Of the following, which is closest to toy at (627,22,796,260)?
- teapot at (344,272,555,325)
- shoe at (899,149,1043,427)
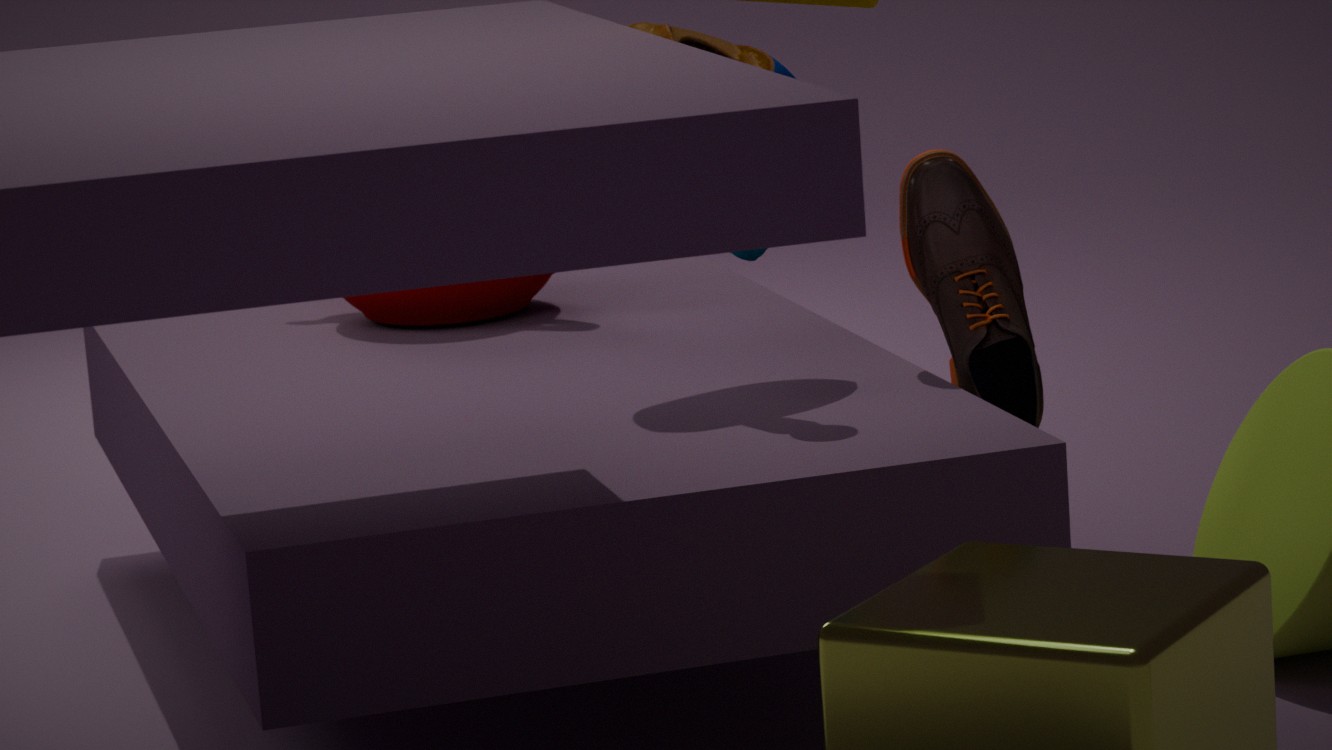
shoe at (899,149,1043,427)
